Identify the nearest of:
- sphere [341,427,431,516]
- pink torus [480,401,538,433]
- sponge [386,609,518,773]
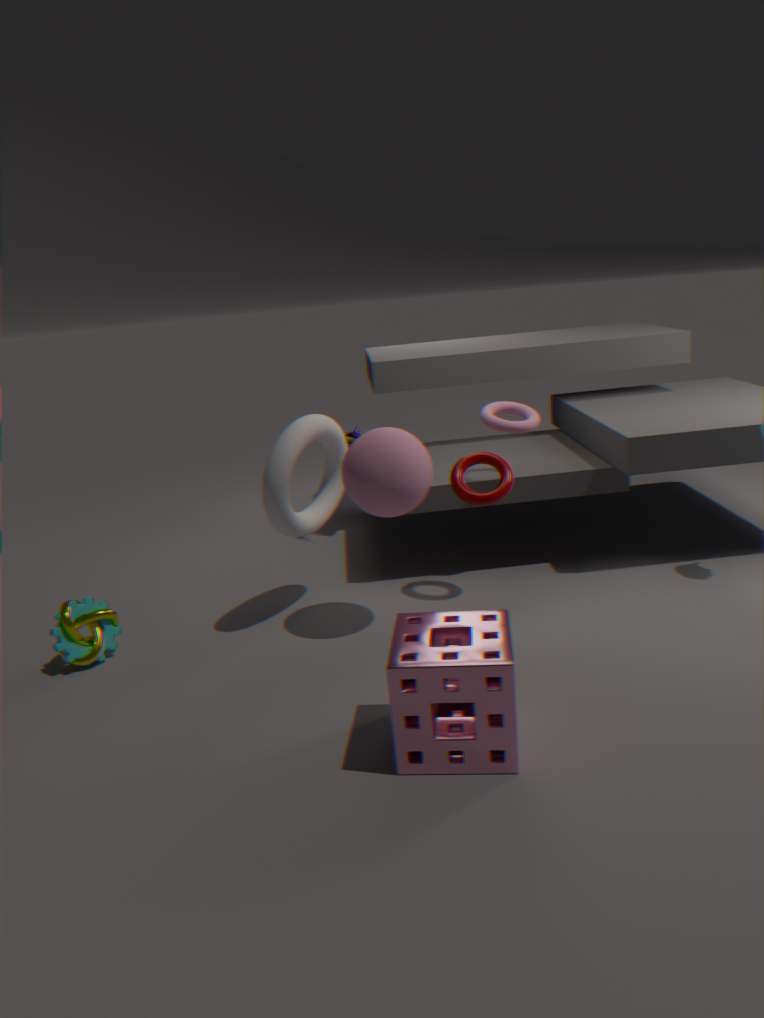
sponge [386,609,518,773]
